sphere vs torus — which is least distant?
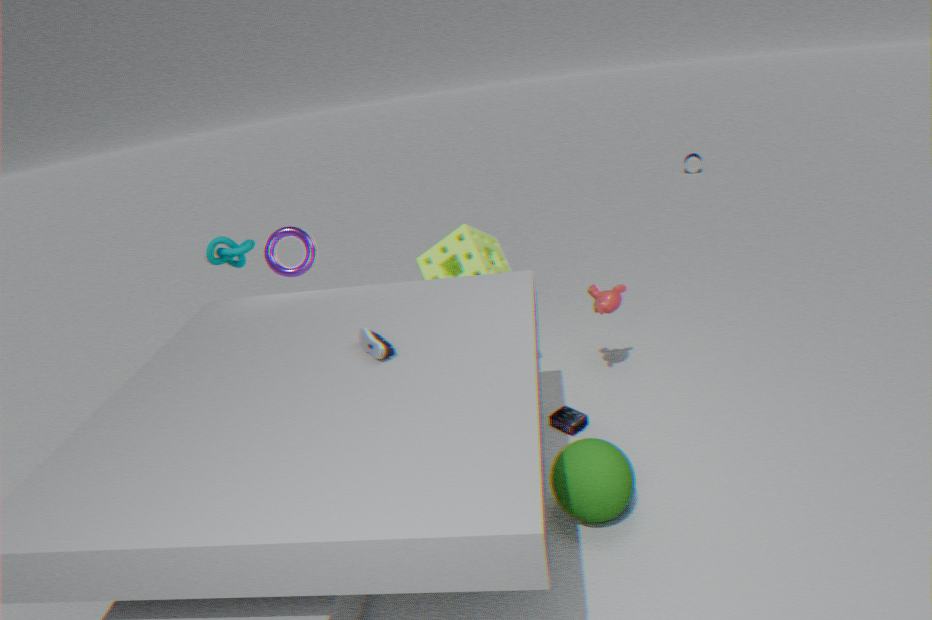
sphere
